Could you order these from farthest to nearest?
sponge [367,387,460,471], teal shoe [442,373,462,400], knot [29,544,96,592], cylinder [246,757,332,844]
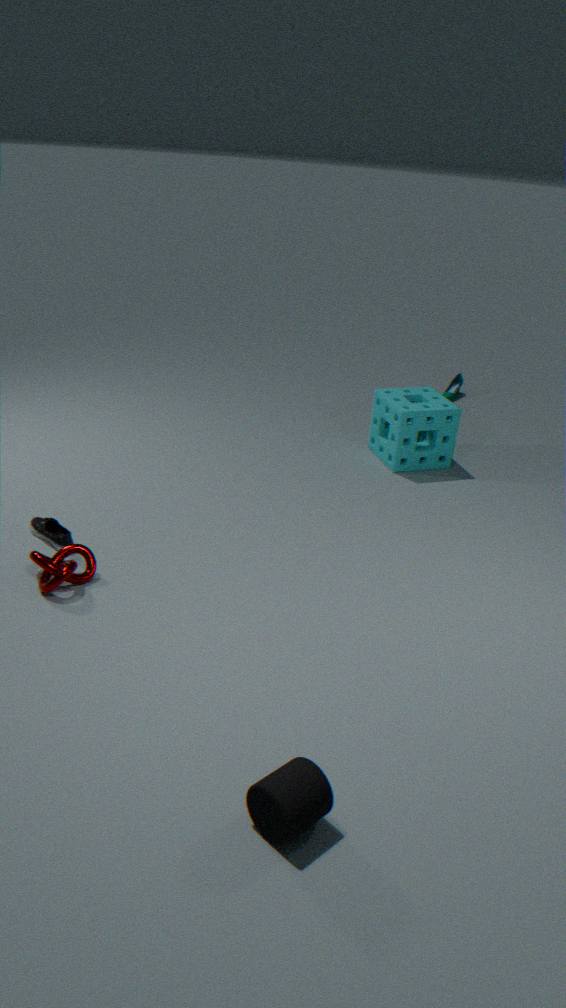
teal shoe [442,373,462,400] → sponge [367,387,460,471] → knot [29,544,96,592] → cylinder [246,757,332,844]
